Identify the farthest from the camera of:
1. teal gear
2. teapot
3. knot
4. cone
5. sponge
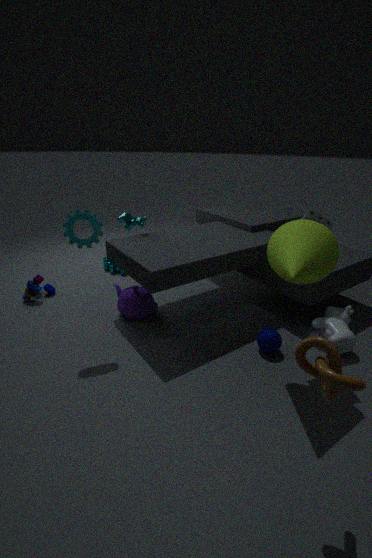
teal gear
